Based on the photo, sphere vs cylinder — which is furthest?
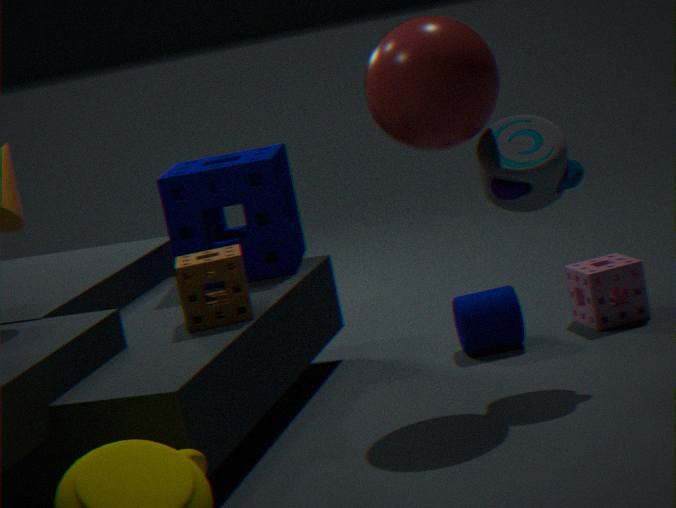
cylinder
